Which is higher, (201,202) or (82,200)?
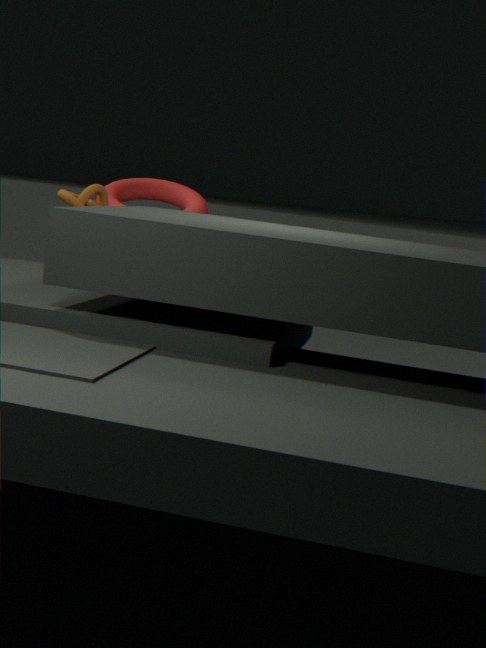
(201,202)
